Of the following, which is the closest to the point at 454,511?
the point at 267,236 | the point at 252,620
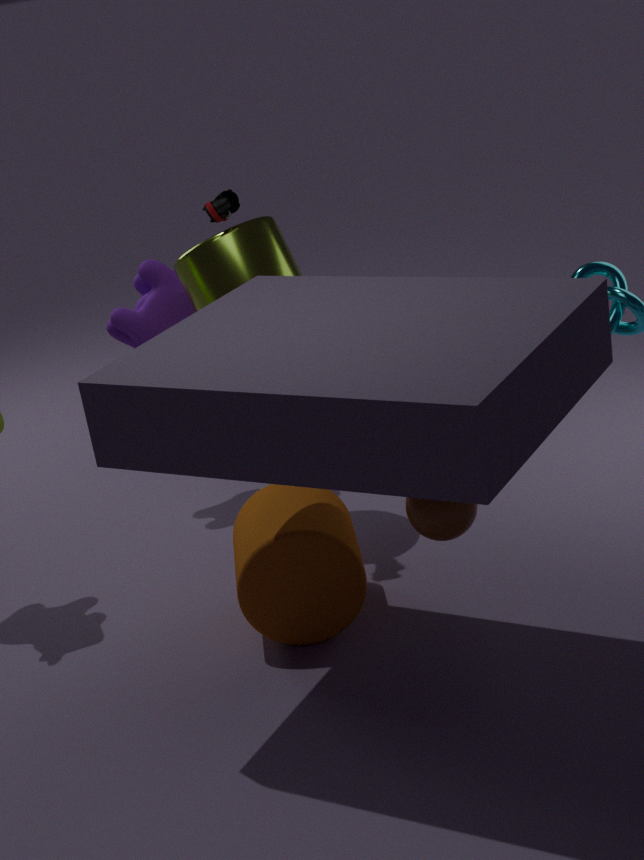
the point at 252,620
